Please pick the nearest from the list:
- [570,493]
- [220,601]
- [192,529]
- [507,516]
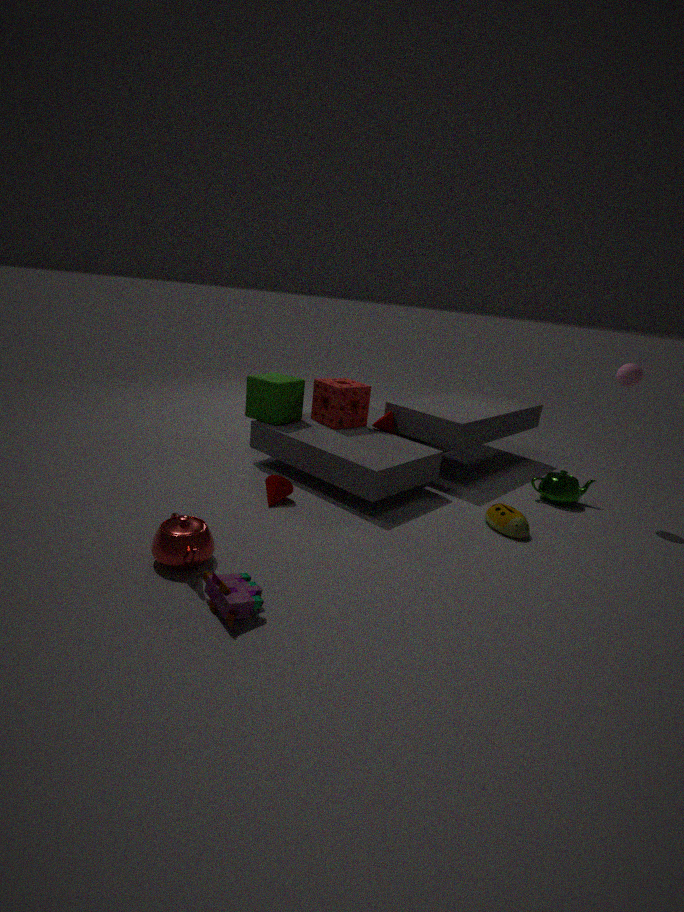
[220,601]
